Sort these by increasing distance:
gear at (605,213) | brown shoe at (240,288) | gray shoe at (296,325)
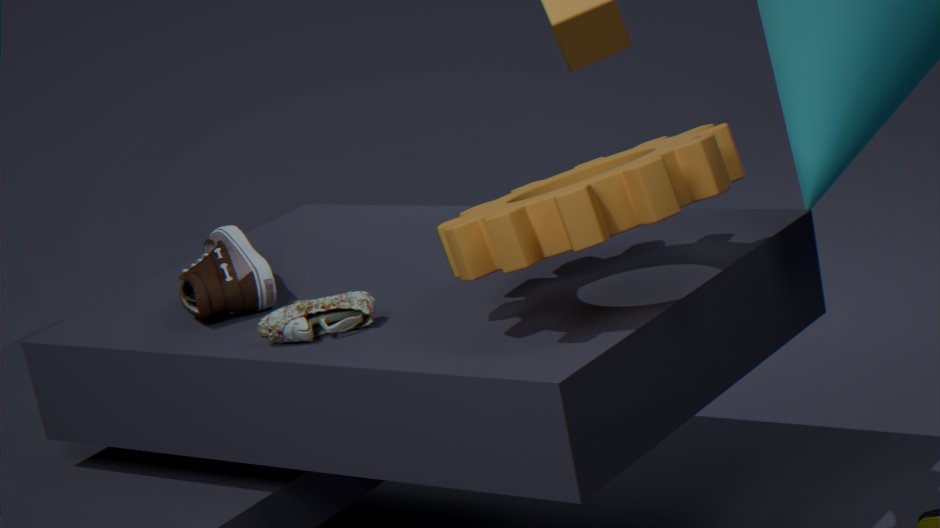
gear at (605,213), gray shoe at (296,325), brown shoe at (240,288)
